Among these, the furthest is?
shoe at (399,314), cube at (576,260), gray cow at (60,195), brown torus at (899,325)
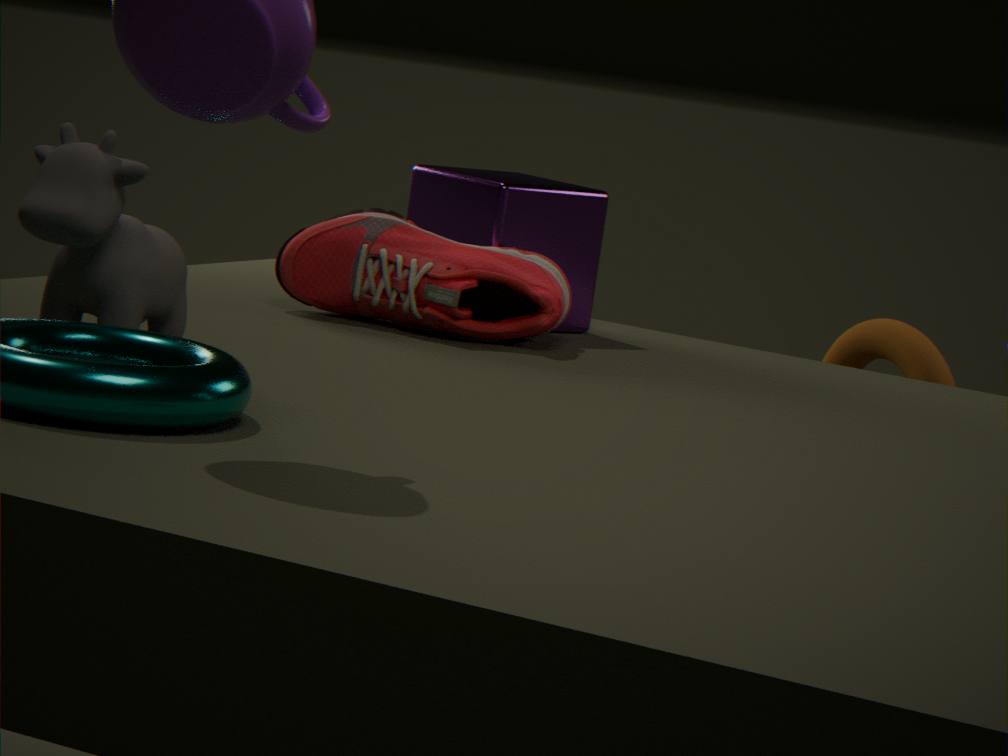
brown torus at (899,325)
